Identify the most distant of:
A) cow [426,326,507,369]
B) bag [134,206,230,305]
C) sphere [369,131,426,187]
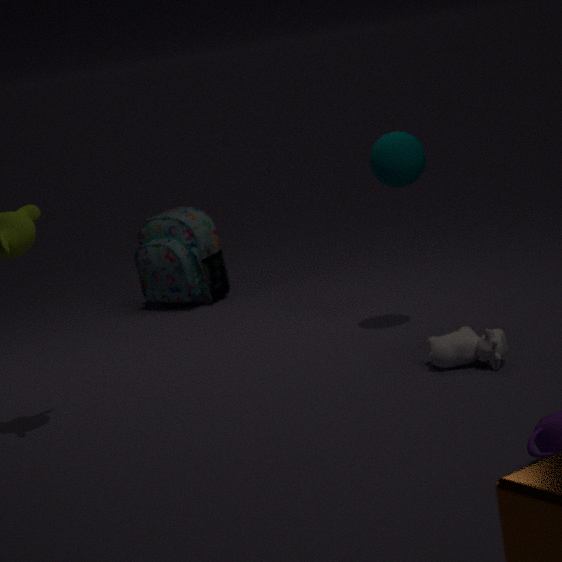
bag [134,206,230,305]
